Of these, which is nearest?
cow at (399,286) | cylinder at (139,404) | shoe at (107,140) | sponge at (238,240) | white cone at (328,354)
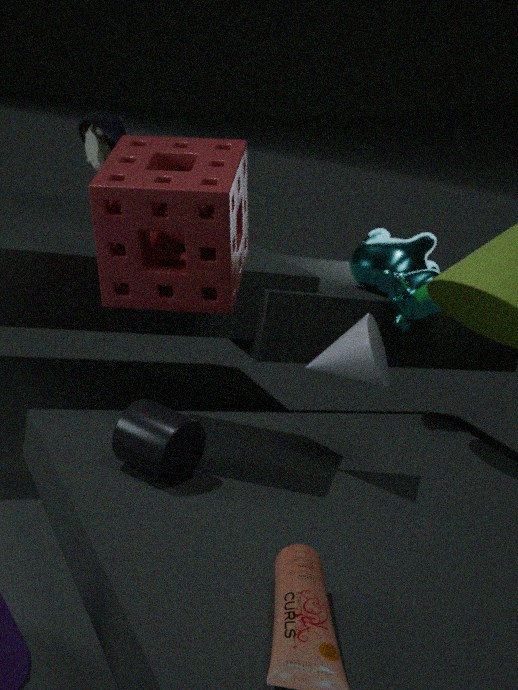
sponge at (238,240)
